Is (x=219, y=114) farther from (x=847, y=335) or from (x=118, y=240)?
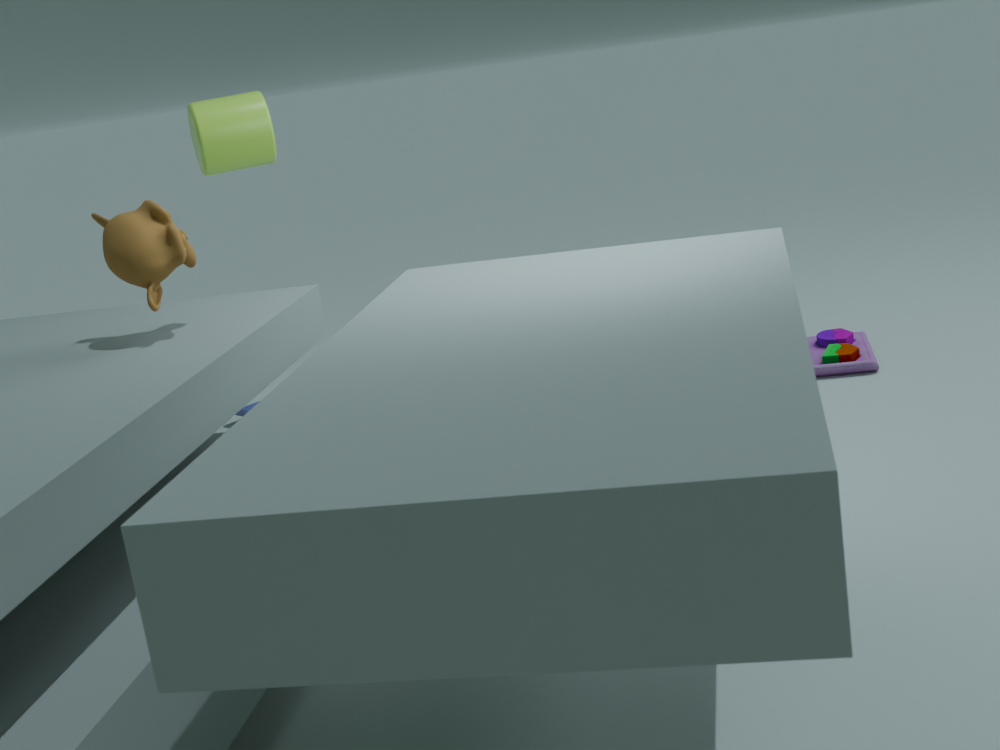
(x=847, y=335)
